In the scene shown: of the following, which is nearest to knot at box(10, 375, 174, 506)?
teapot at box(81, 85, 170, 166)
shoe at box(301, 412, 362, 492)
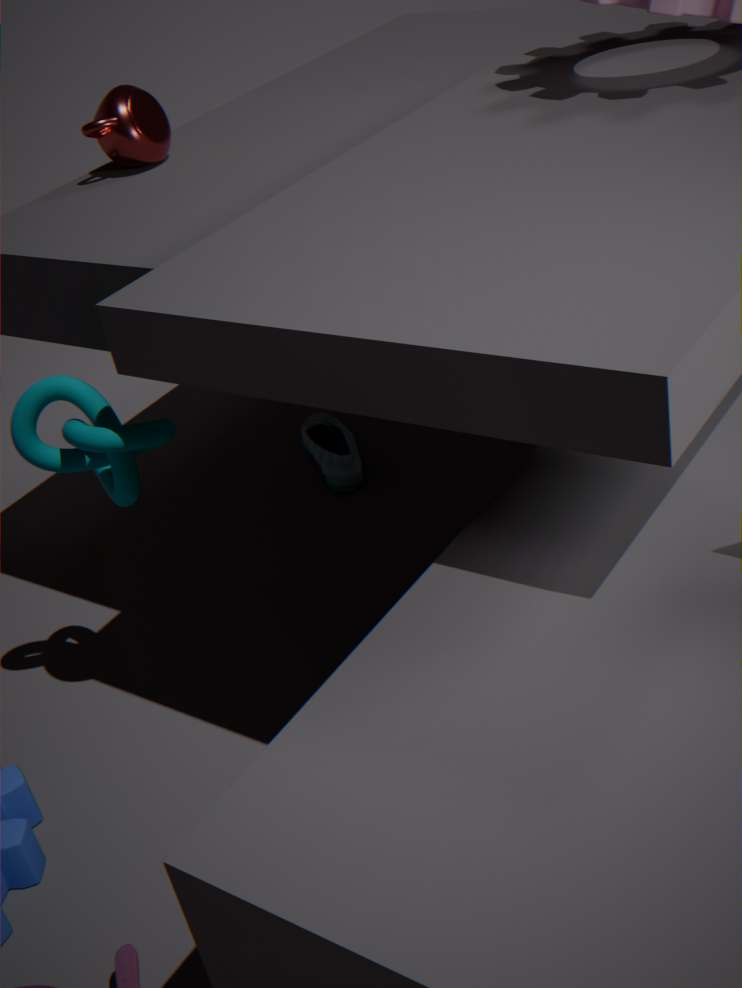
teapot at box(81, 85, 170, 166)
